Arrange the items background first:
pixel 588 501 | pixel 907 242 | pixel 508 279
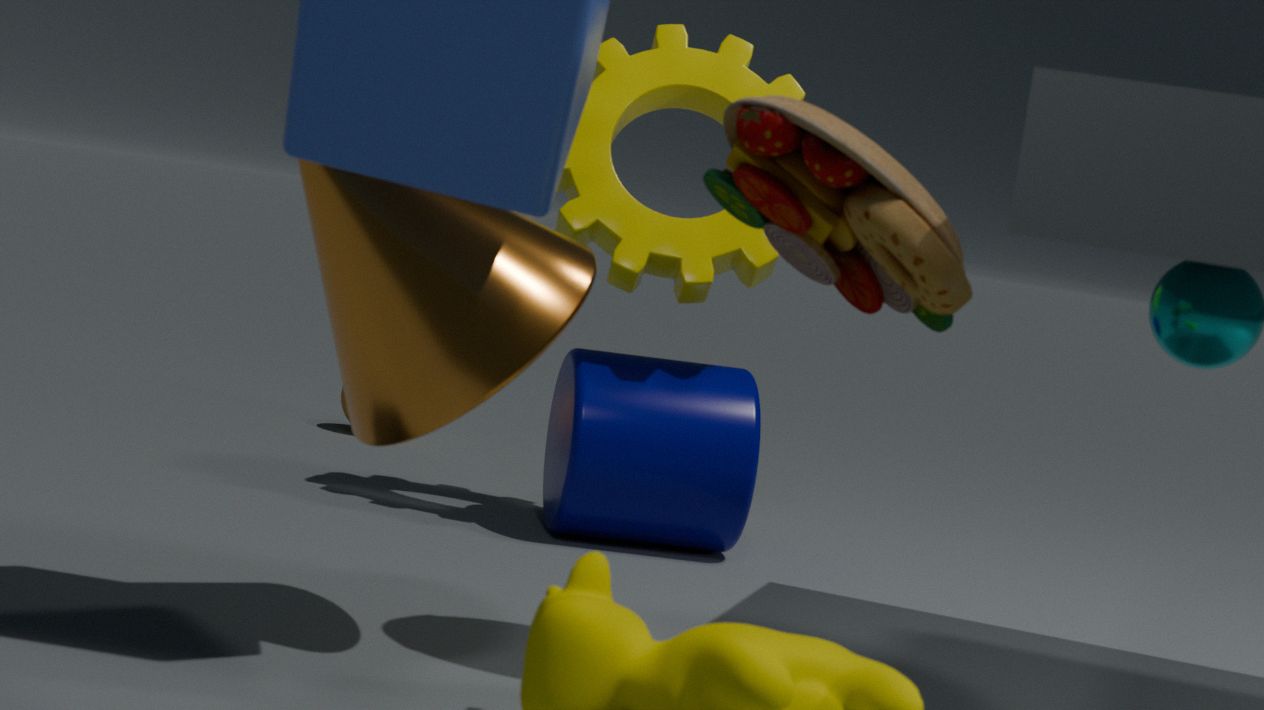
pixel 588 501 < pixel 508 279 < pixel 907 242
